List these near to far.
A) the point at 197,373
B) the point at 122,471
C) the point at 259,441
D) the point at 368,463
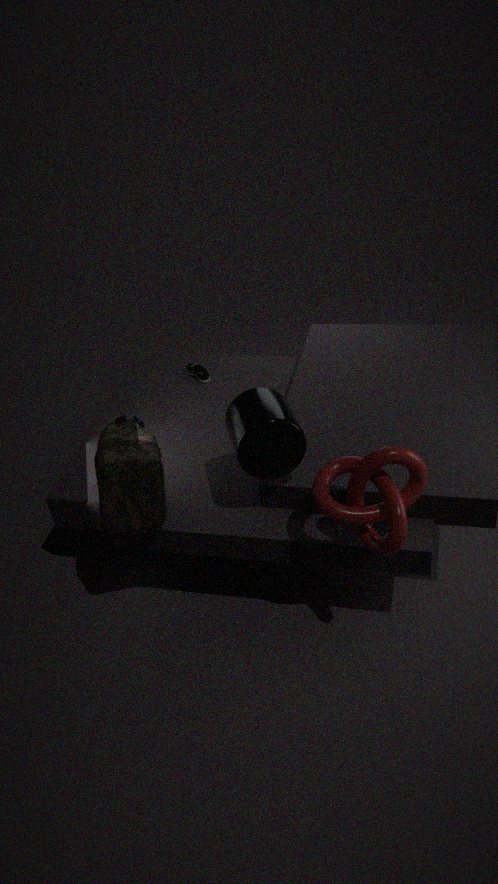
the point at 368,463
the point at 122,471
the point at 259,441
the point at 197,373
